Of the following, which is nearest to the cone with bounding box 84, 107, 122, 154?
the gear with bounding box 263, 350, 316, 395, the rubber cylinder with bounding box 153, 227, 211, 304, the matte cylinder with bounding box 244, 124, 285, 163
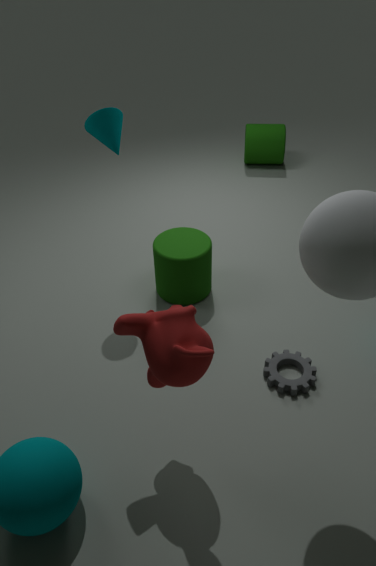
the rubber cylinder with bounding box 153, 227, 211, 304
